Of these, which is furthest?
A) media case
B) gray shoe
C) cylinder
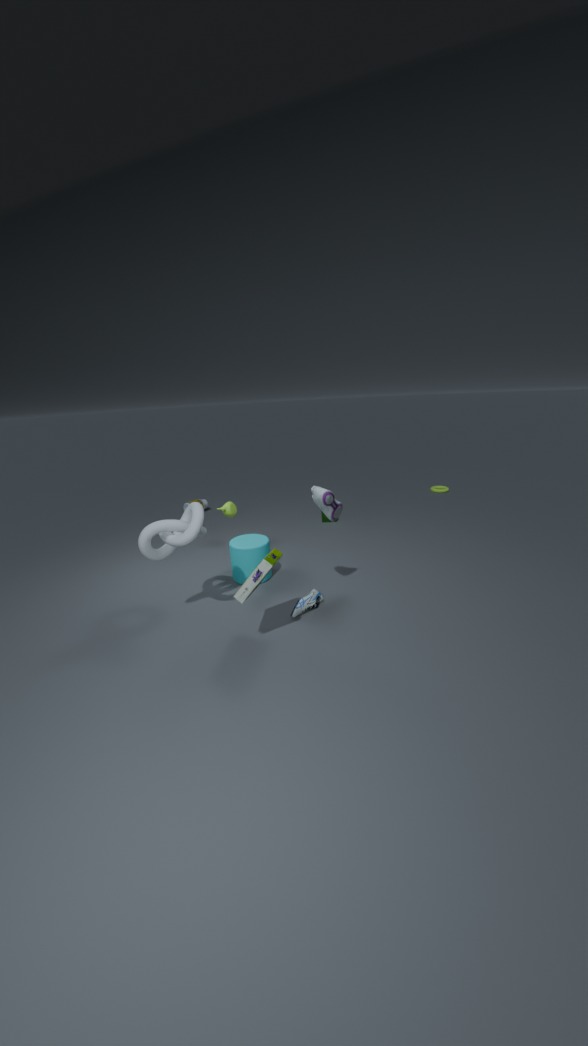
cylinder
